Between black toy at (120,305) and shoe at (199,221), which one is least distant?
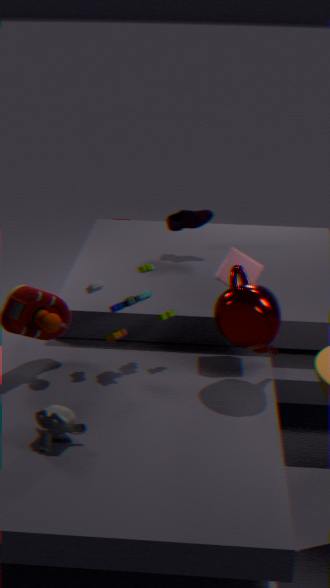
black toy at (120,305)
